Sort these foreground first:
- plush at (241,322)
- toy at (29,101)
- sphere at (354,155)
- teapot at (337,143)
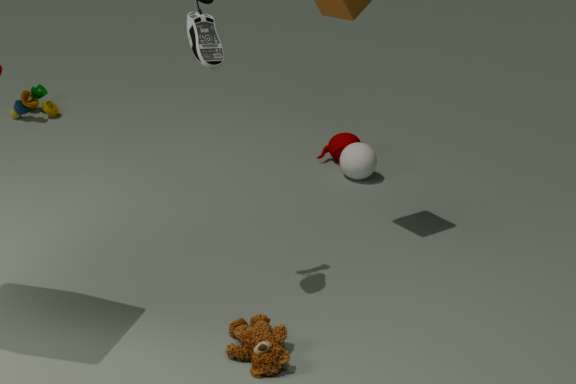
plush at (241,322), sphere at (354,155), teapot at (337,143), toy at (29,101)
